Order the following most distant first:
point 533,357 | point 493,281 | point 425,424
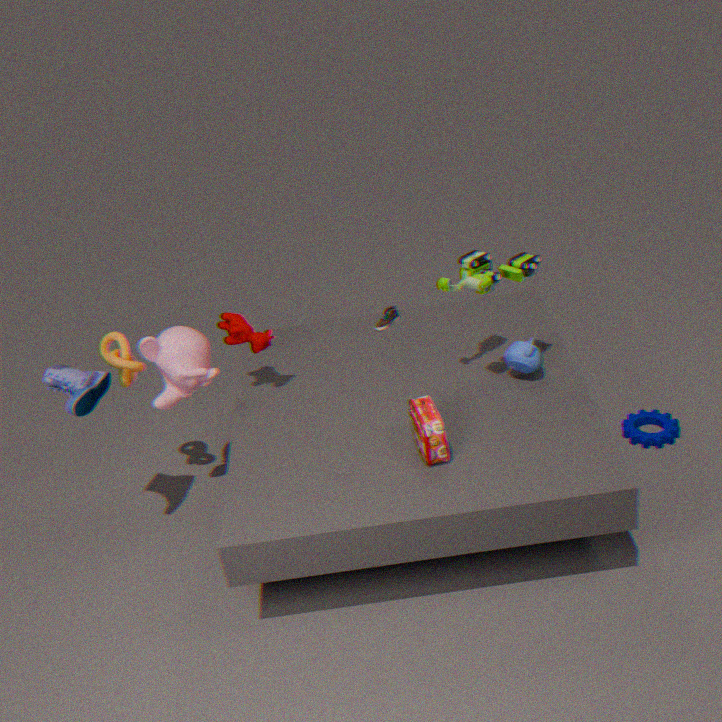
1. point 533,357
2. point 493,281
3. point 425,424
